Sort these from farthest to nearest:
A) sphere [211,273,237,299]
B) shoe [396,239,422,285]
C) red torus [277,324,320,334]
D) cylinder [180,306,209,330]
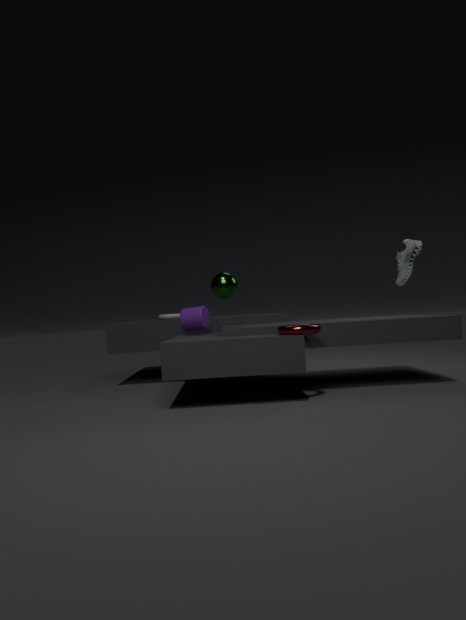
cylinder [180,306,209,330], shoe [396,239,422,285], sphere [211,273,237,299], red torus [277,324,320,334]
